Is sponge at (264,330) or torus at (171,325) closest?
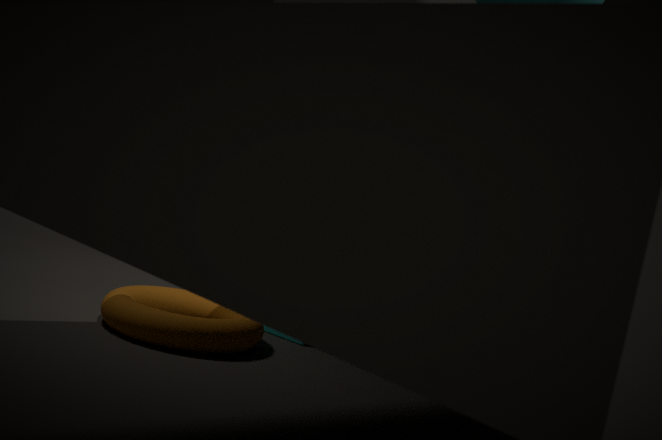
torus at (171,325)
